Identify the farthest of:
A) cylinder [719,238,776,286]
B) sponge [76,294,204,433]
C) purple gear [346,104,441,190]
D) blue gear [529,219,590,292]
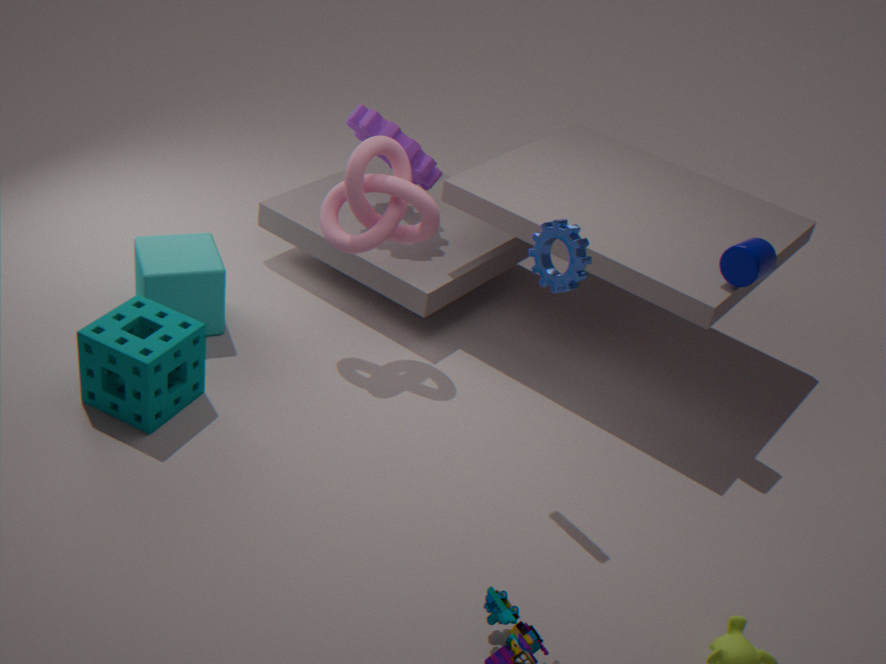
purple gear [346,104,441,190]
